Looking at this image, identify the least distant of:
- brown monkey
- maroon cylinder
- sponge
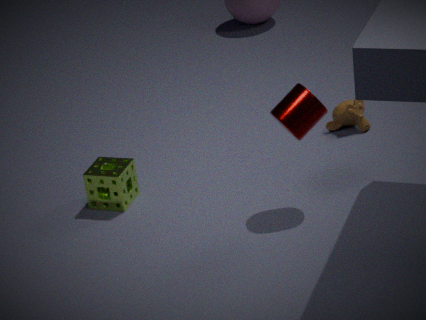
maroon cylinder
